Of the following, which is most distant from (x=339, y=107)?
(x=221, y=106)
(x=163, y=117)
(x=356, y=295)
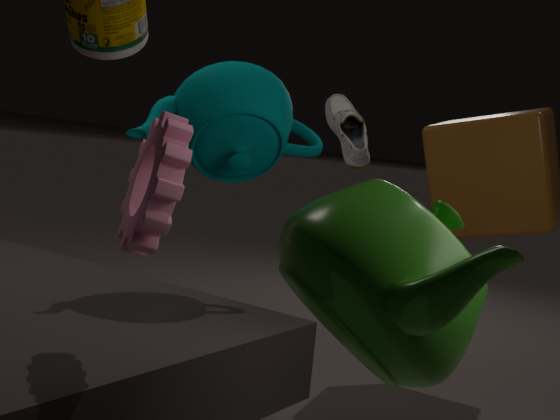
(x=356, y=295)
